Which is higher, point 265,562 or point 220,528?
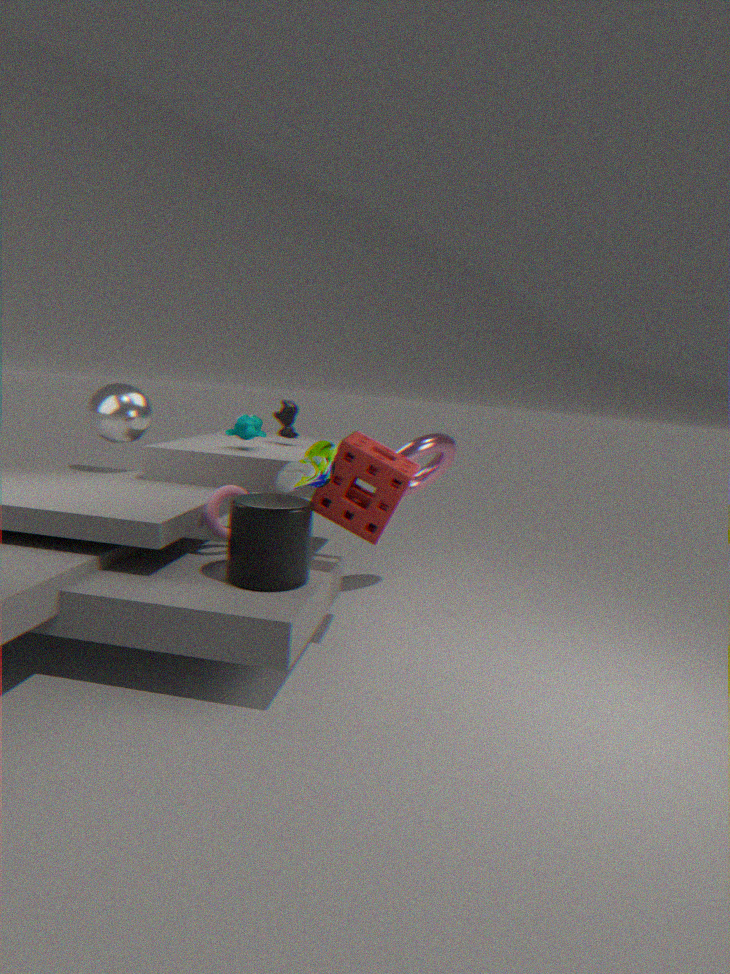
point 220,528
